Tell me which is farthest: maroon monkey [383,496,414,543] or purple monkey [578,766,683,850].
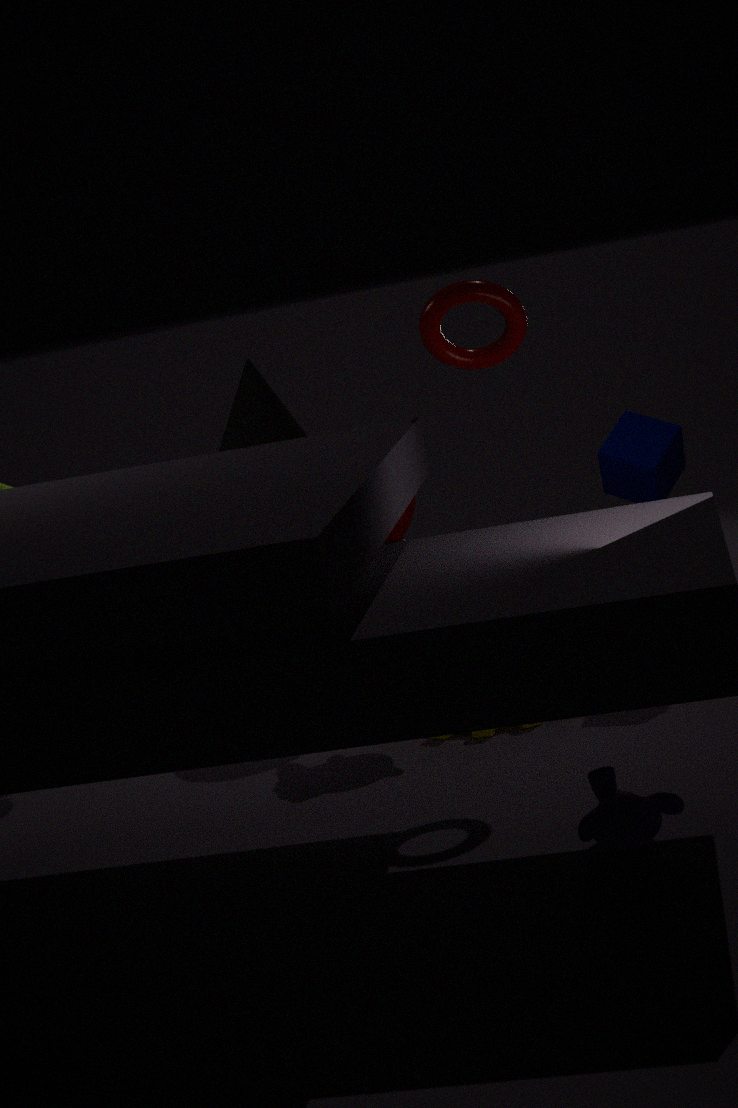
maroon monkey [383,496,414,543]
